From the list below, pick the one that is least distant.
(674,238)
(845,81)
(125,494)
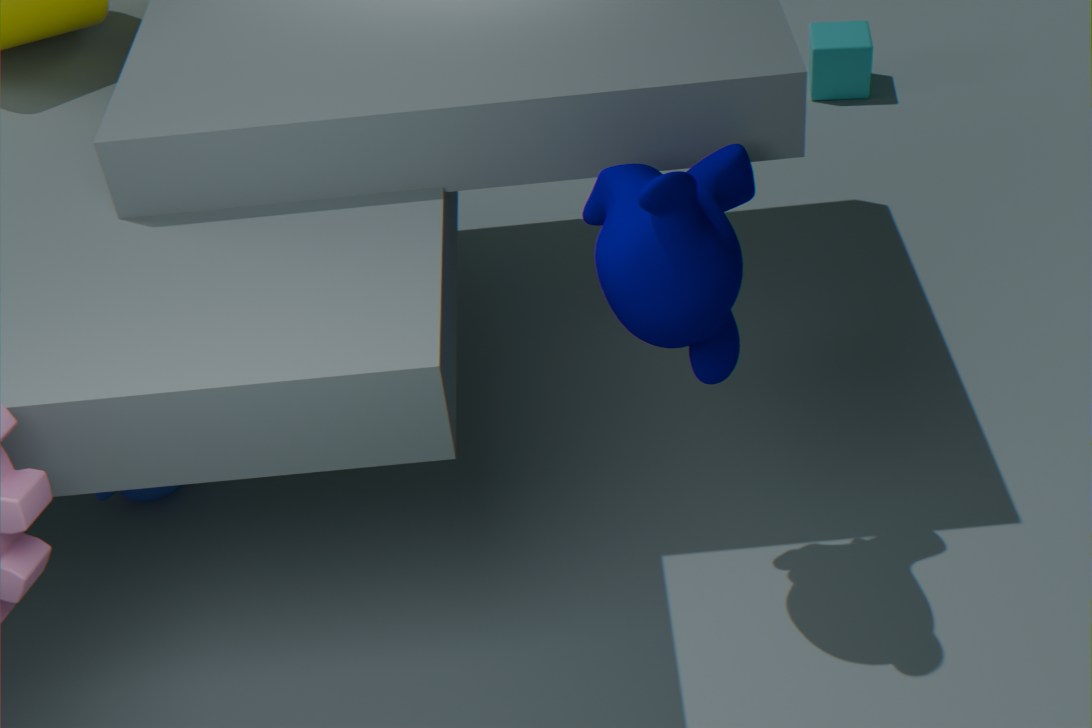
(674,238)
